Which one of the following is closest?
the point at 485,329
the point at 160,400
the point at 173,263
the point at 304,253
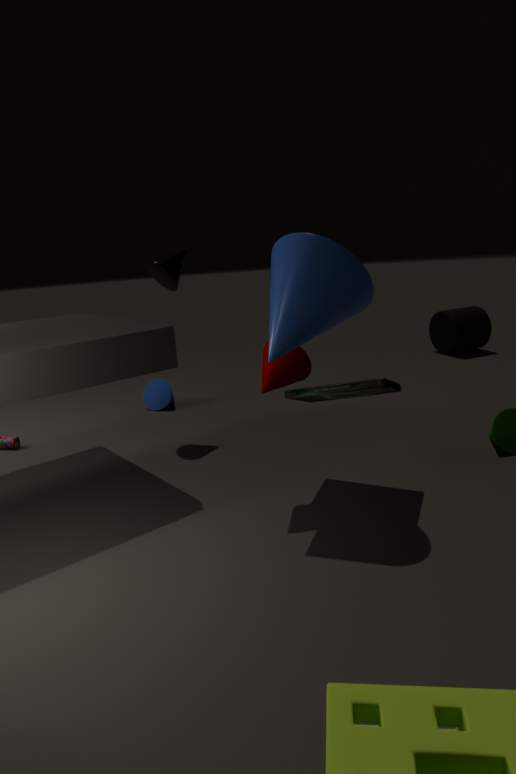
the point at 304,253
